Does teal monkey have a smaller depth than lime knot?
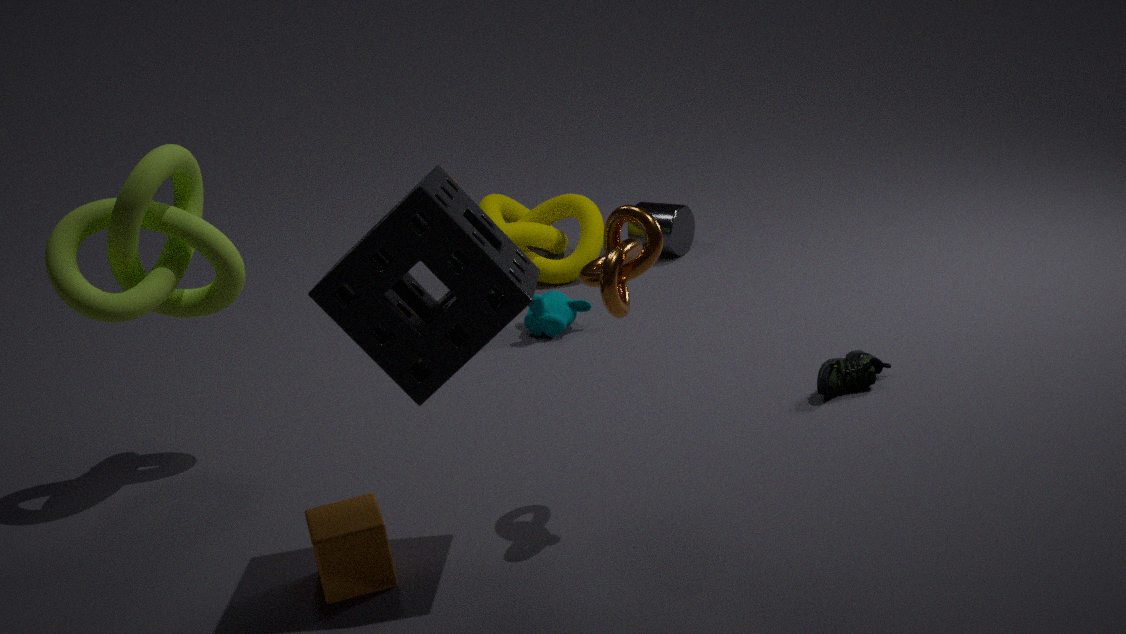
No
